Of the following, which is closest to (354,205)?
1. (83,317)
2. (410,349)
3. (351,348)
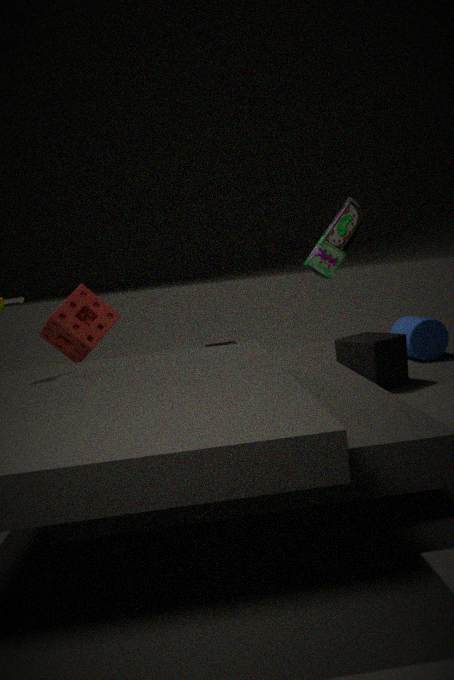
(351,348)
